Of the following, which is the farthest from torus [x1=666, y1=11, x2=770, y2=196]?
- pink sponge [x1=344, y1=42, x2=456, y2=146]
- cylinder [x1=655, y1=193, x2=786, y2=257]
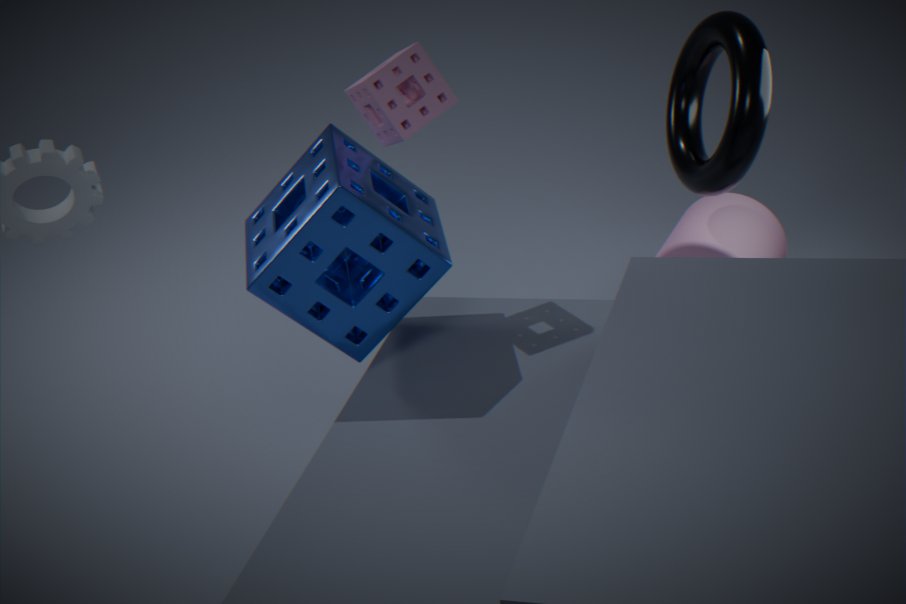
pink sponge [x1=344, y1=42, x2=456, y2=146]
